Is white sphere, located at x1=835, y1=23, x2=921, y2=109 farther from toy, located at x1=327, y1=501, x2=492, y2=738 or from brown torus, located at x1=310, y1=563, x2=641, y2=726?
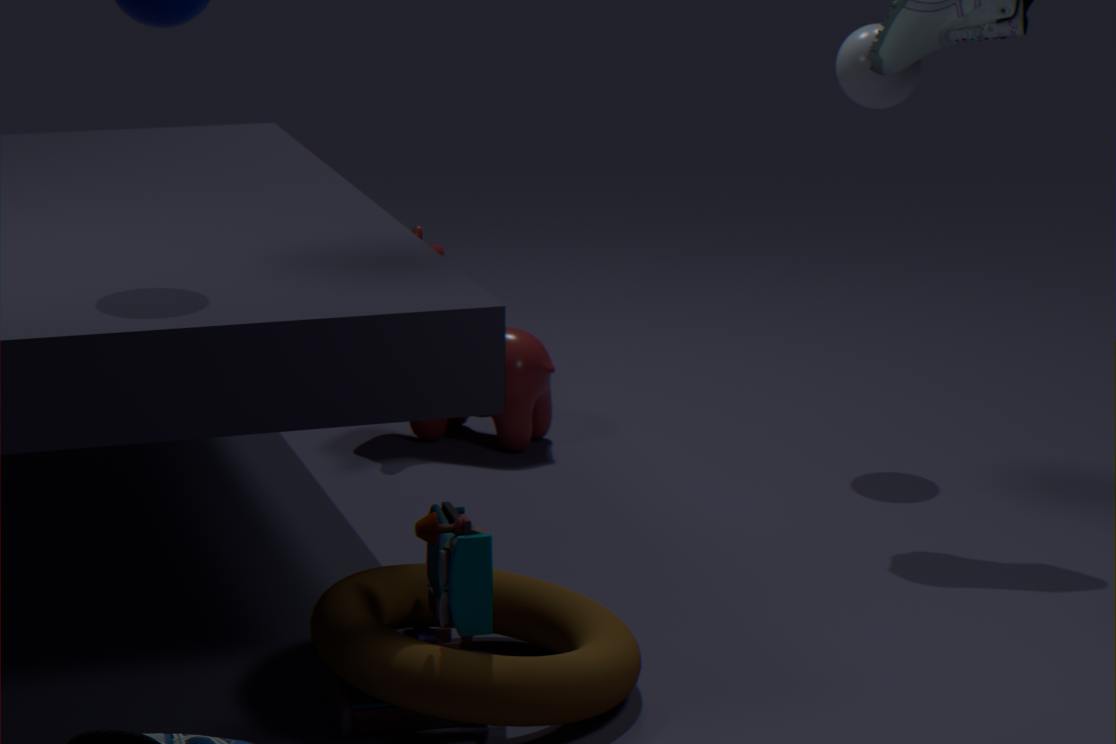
toy, located at x1=327, y1=501, x2=492, y2=738
